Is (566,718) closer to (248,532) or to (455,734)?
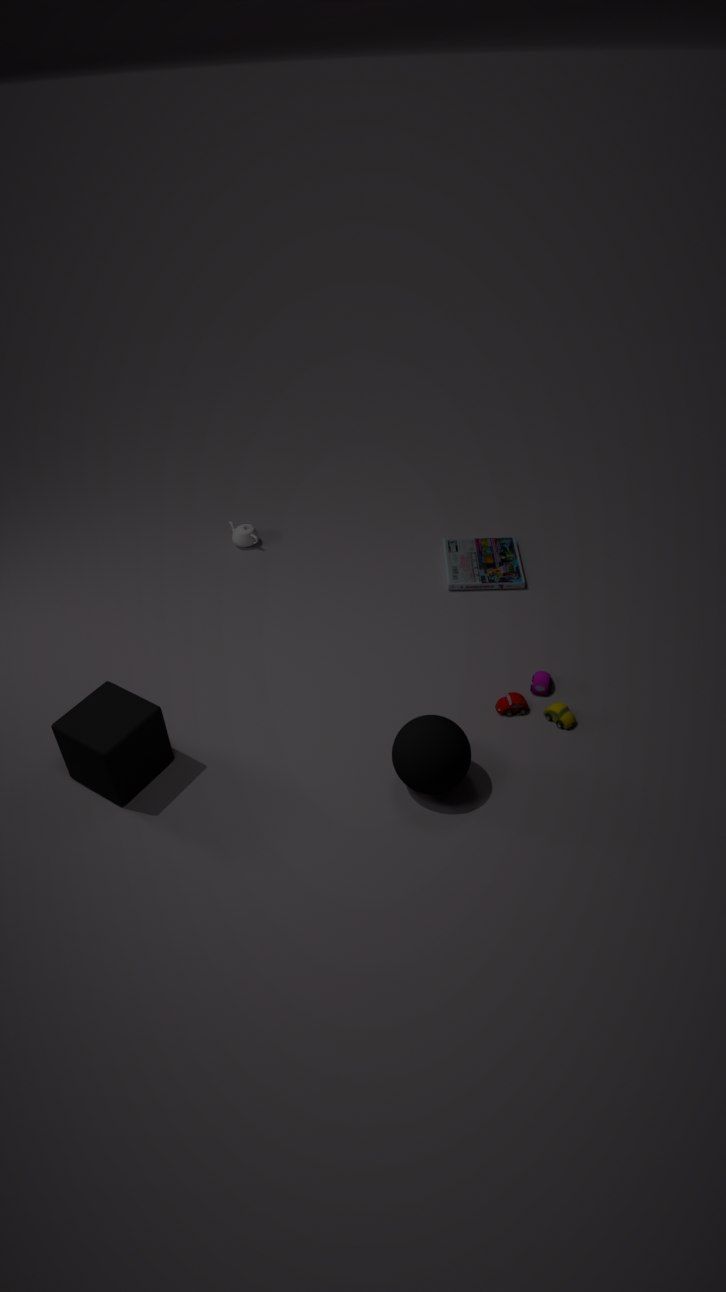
(455,734)
